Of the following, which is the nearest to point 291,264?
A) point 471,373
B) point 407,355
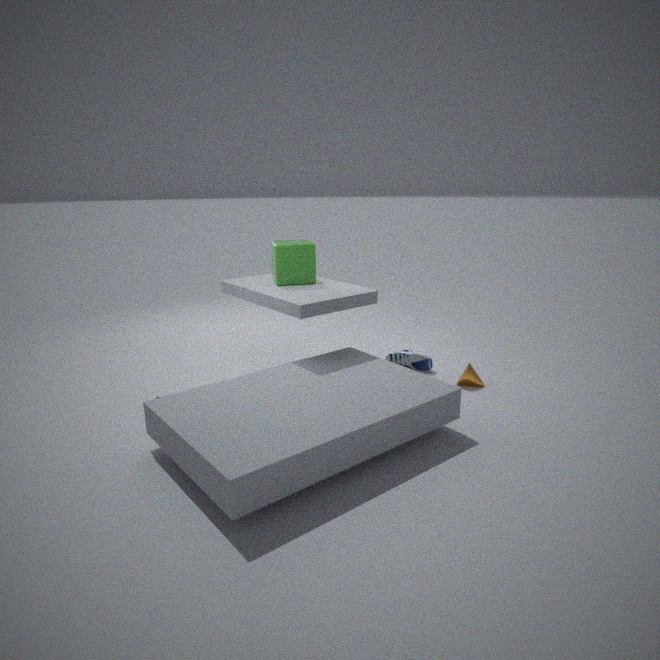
point 407,355
